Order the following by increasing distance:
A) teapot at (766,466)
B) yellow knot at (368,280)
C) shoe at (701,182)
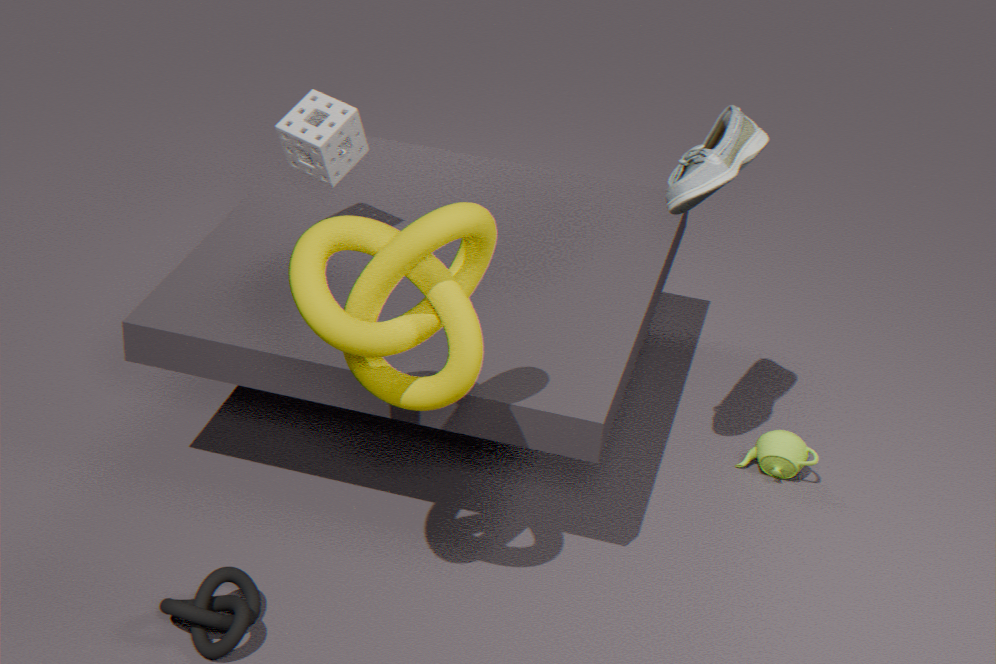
yellow knot at (368,280)
shoe at (701,182)
teapot at (766,466)
